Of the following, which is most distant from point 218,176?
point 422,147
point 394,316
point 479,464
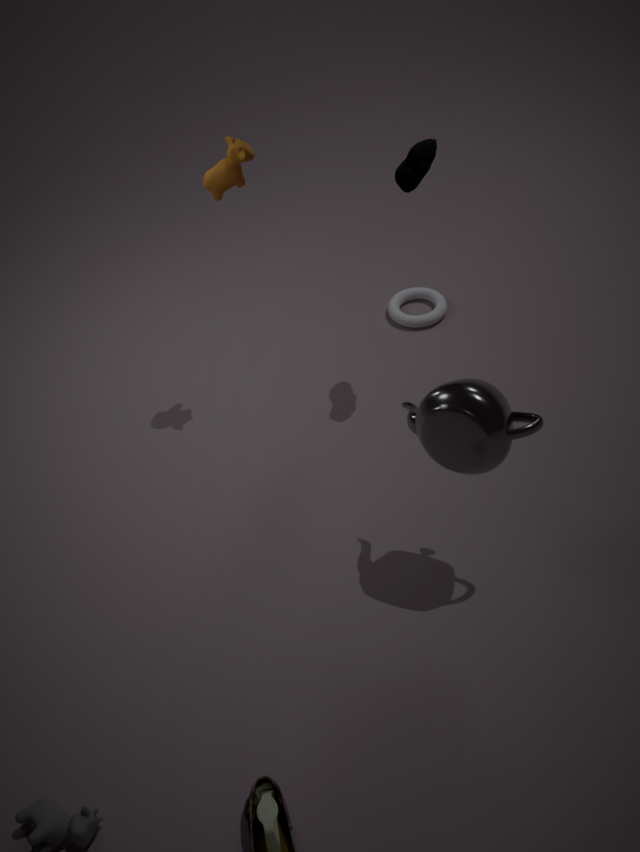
point 479,464
